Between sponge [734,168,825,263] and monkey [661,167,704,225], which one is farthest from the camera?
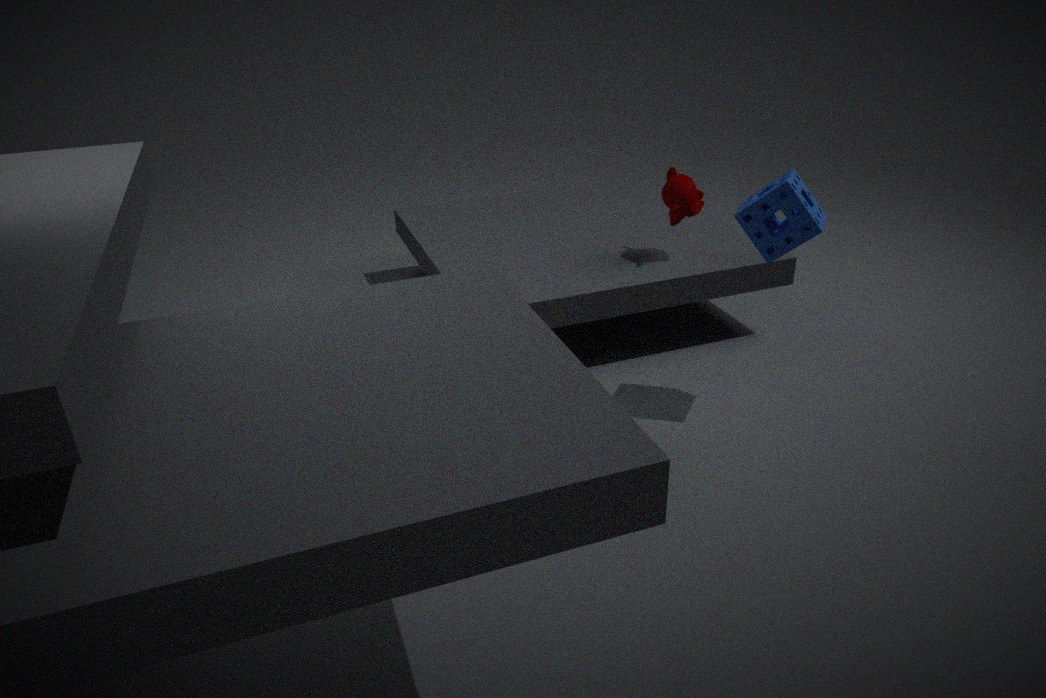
monkey [661,167,704,225]
